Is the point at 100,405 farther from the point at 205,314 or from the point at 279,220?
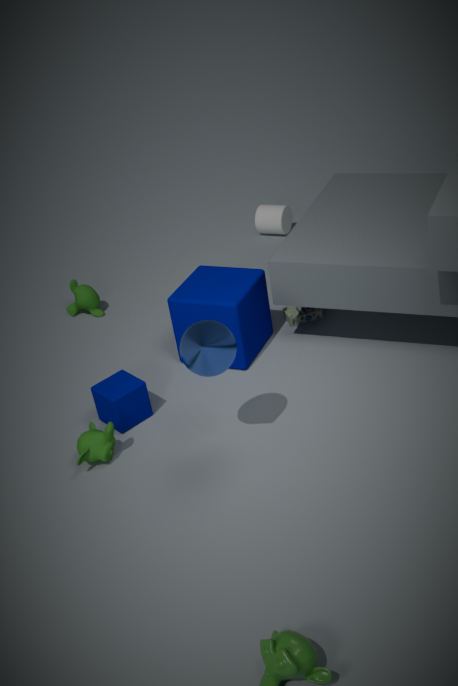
the point at 279,220
